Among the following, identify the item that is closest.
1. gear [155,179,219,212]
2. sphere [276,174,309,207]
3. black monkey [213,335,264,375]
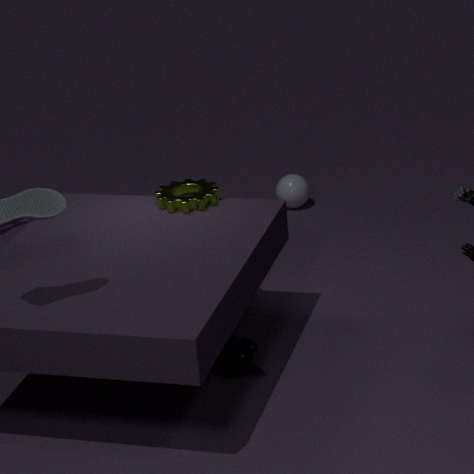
black monkey [213,335,264,375]
